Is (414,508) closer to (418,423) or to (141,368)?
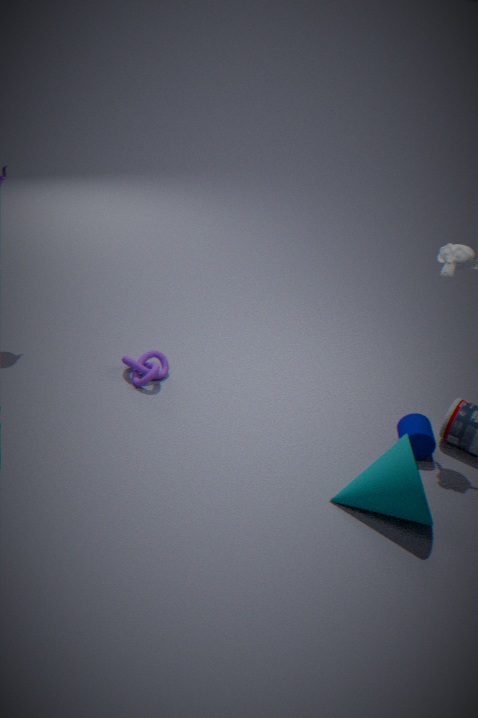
(418,423)
